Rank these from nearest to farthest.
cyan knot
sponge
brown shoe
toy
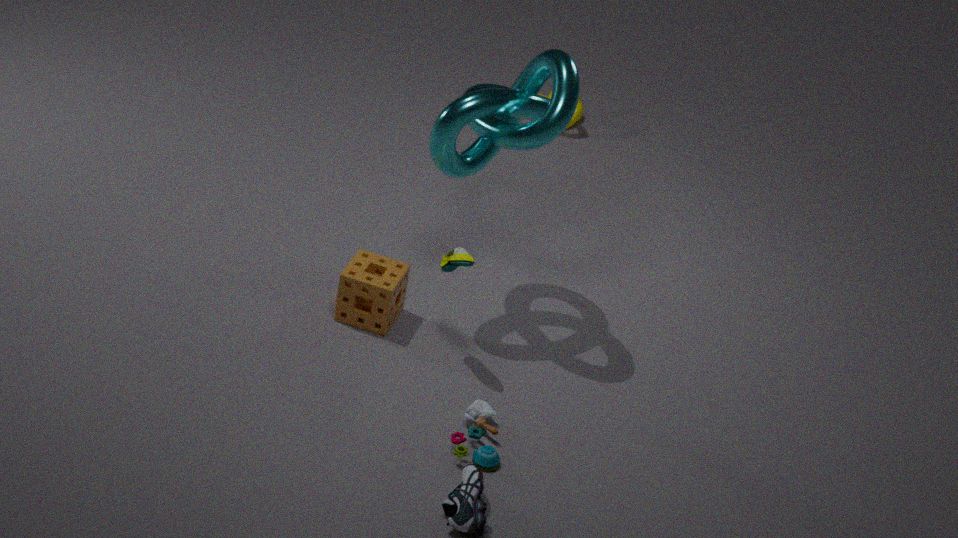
1. toy
2. cyan knot
3. brown shoe
4. sponge
